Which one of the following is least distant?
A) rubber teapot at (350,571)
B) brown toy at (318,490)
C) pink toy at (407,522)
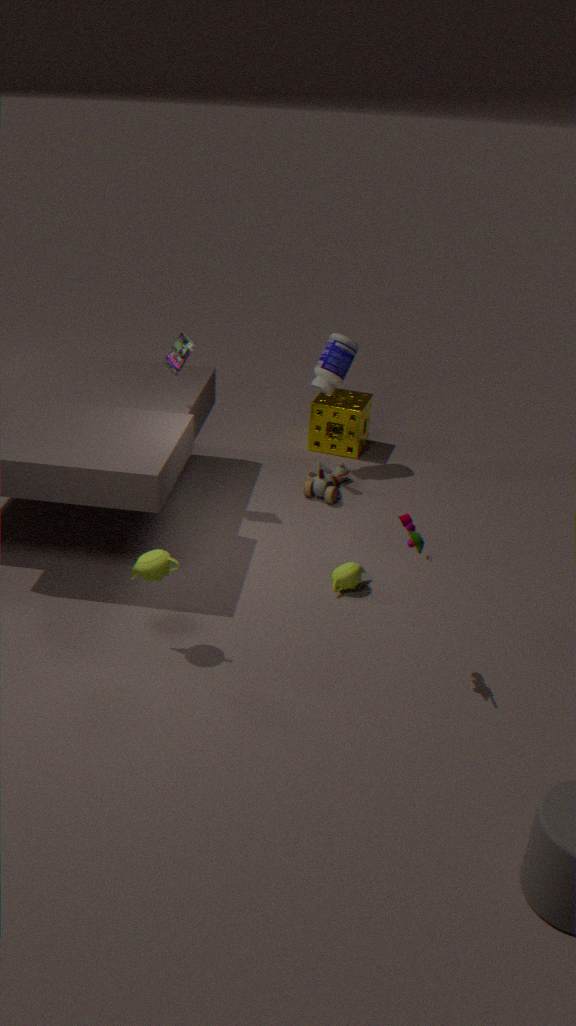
pink toy at (407,522)
